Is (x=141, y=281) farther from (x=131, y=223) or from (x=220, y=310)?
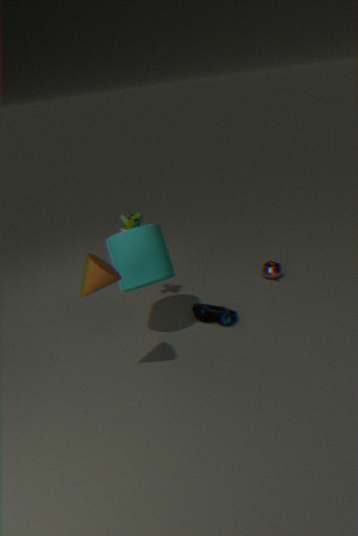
(x=220, y=310)
